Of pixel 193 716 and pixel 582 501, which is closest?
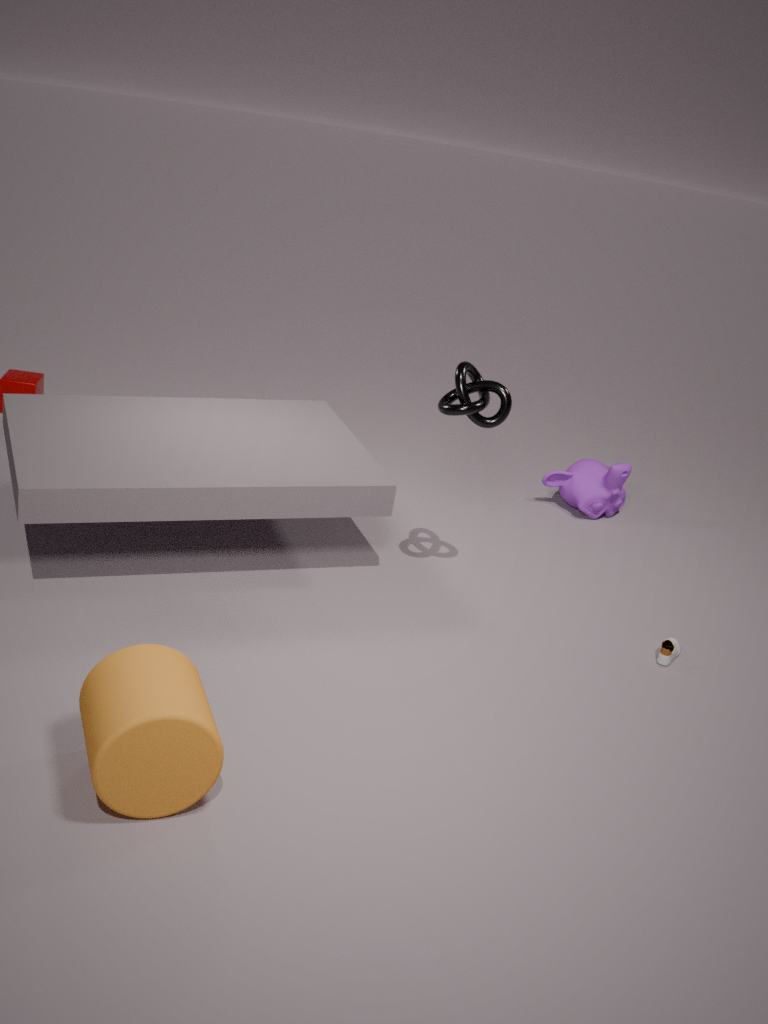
pixel 193 716
